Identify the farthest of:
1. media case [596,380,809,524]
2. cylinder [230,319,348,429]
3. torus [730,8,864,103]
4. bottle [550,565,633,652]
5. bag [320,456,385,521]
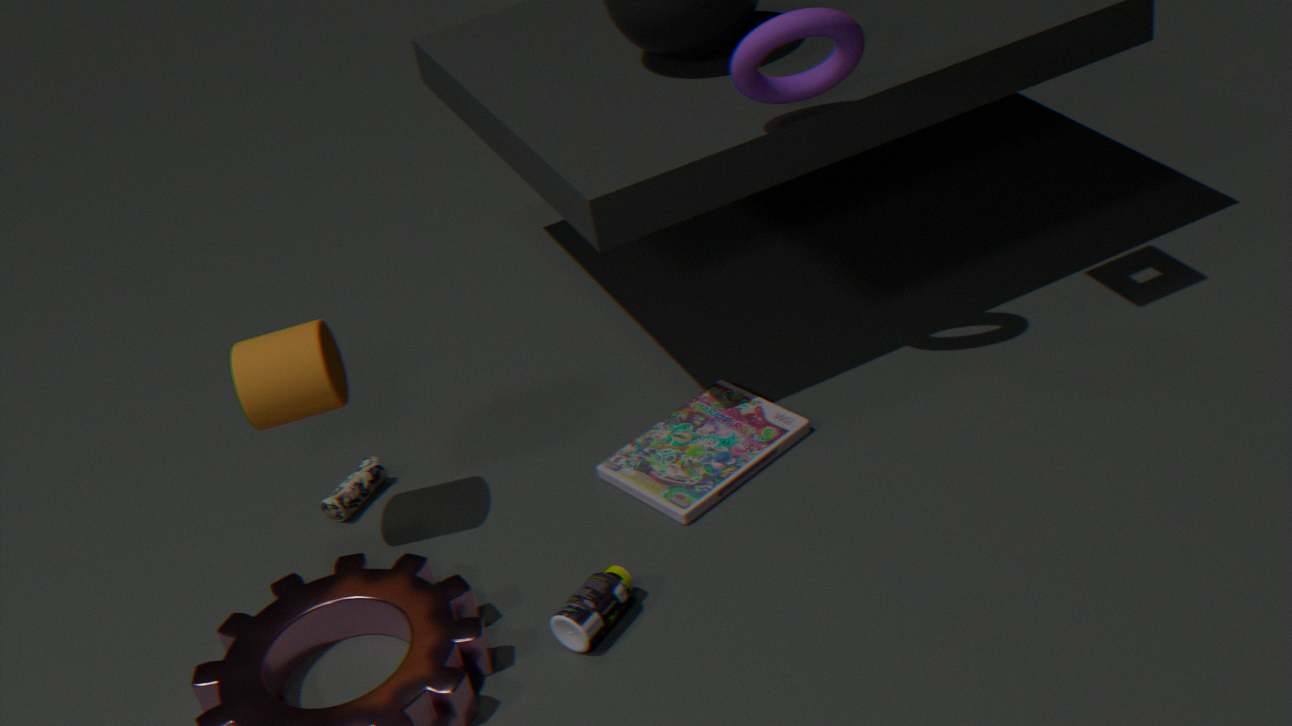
bag [320,456,385,521]
